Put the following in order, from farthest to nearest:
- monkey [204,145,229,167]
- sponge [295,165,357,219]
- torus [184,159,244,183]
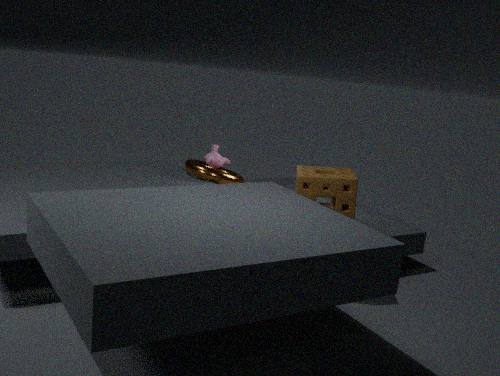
monkey [204,145,229,167], torus [184,159,244,183], sponge [295,165,357,219]
